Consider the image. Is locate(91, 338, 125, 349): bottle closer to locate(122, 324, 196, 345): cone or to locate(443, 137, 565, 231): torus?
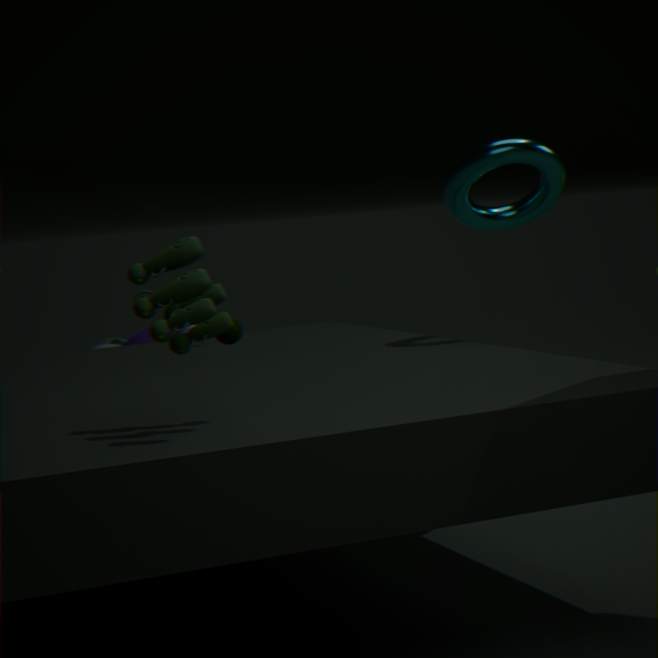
locate(122, 324, 196, 345): cone
